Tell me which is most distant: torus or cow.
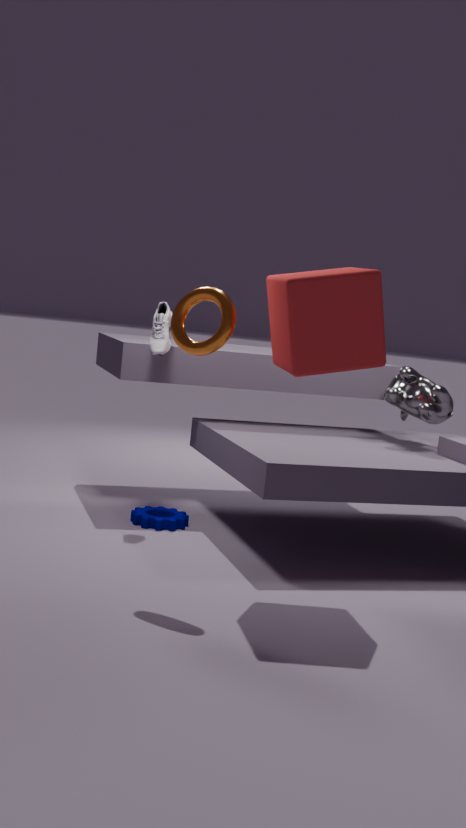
cow
